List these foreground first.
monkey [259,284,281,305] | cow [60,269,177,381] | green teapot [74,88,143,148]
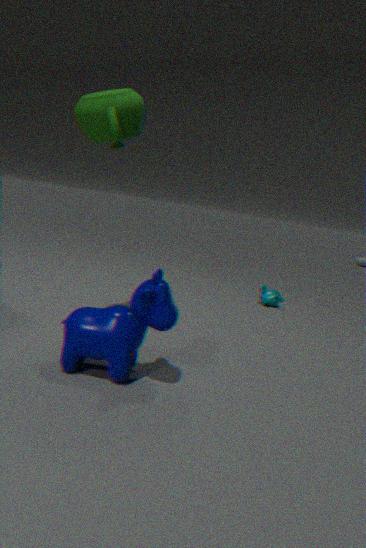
cow [60,269,177,381]
green teapot [74,88,143,148]
monkey [259,284,281,305]
